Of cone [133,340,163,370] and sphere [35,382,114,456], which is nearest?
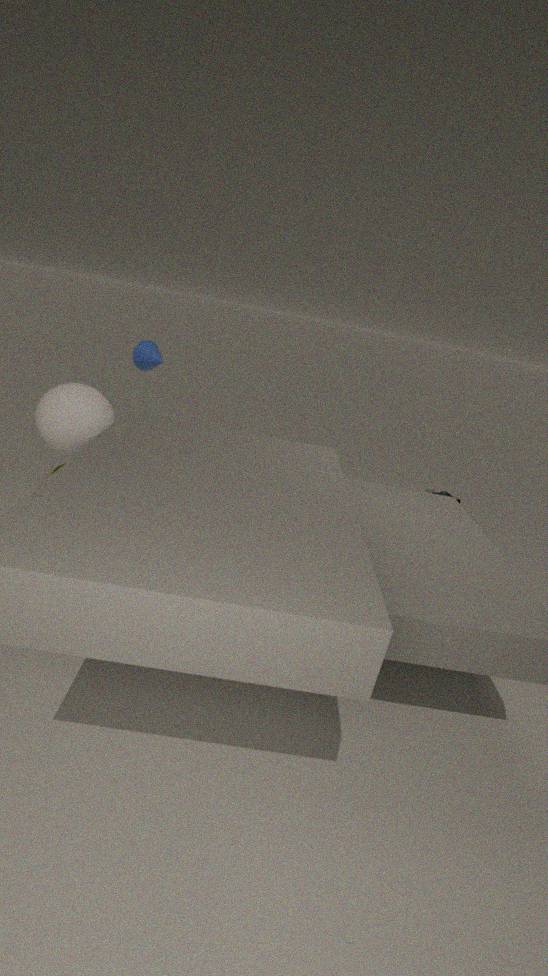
sphere [35,382,114,456]
